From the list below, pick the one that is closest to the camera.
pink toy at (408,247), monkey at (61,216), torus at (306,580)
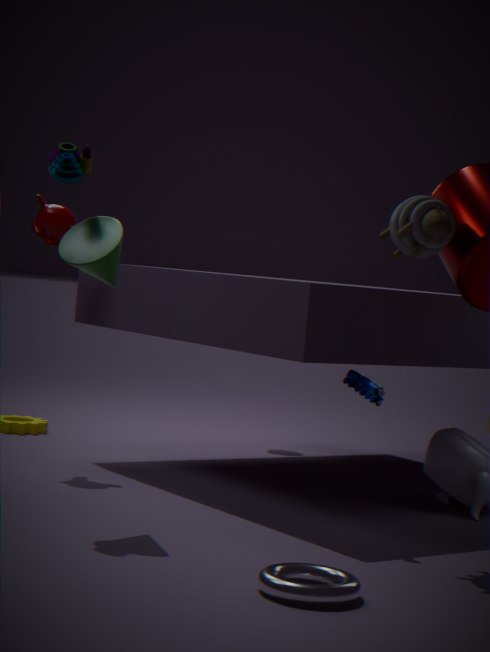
torus at (306,580)
